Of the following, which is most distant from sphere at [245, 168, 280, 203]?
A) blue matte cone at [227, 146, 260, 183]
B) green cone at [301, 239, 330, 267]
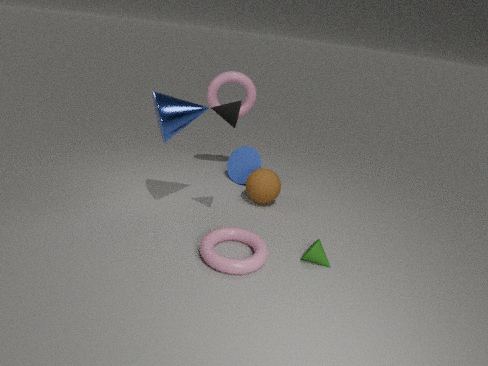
green cone at [301, 239, 330, 267]
